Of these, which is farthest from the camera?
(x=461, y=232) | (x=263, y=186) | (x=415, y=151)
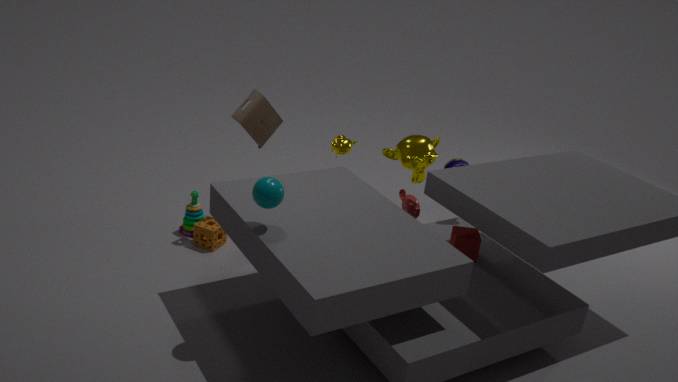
(x=415, y=151)
